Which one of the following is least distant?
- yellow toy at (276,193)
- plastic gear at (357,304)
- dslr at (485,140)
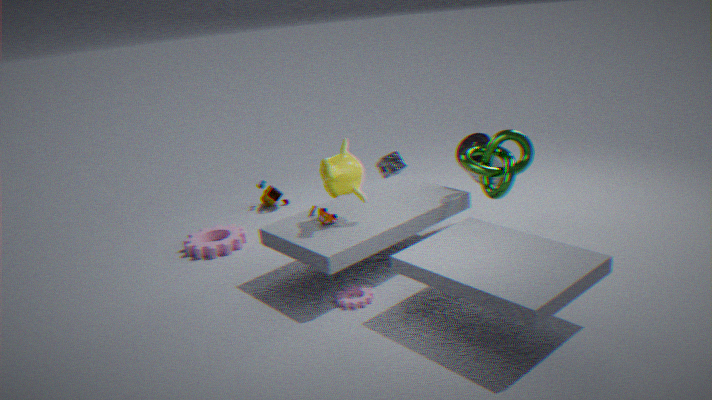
plastic gear at (357,304)
